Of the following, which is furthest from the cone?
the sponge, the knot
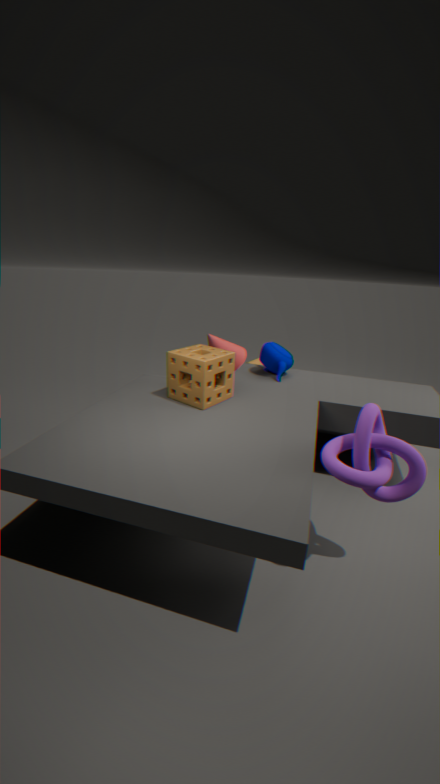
the knot
